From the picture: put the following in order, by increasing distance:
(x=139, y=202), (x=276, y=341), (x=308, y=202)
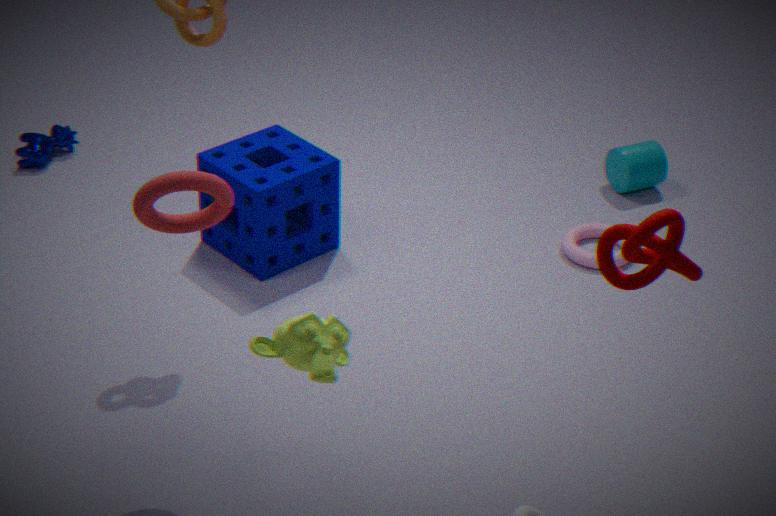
(x=276, y=341) < (x=139, y=202) < (x=308, y=202)
